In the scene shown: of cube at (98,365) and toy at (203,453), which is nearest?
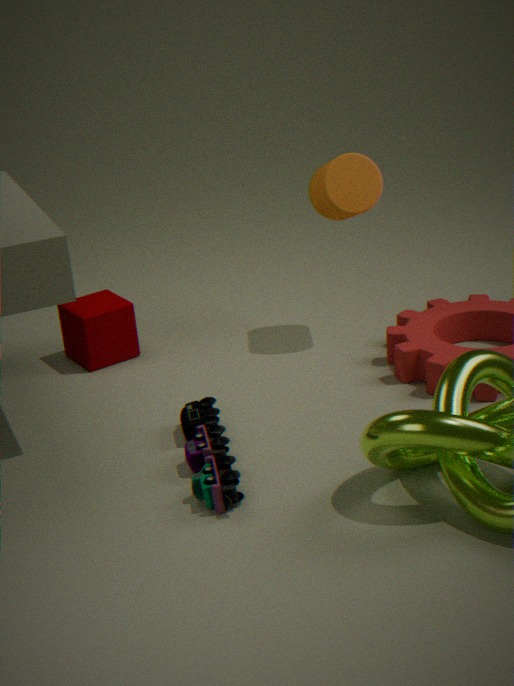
toy at (203,453)
